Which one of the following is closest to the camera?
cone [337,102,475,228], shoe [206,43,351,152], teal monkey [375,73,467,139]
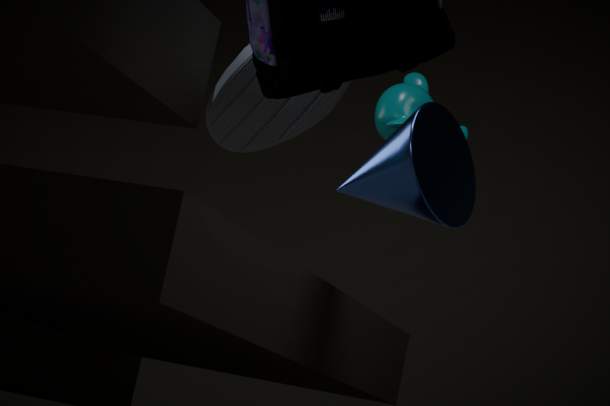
shoe [206,43,351,152]
